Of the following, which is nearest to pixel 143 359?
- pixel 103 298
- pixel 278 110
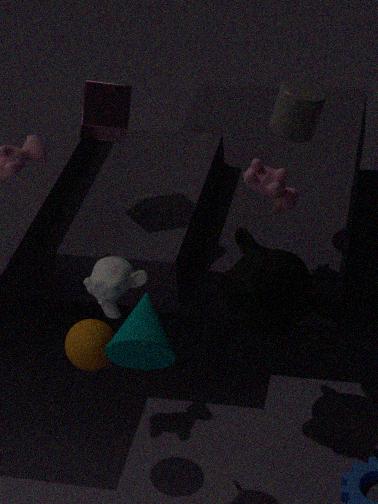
pixel 103 298
